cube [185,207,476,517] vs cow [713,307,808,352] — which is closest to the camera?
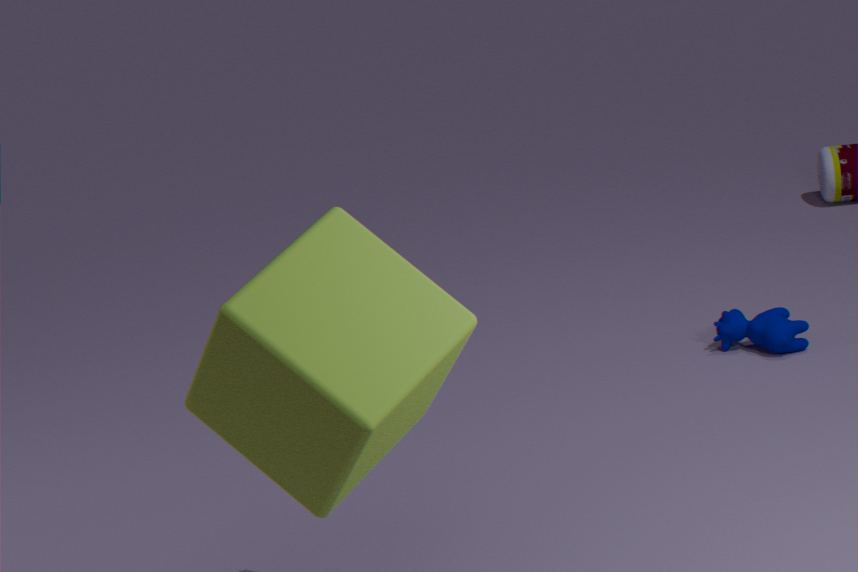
cube [185,207,476,517]
